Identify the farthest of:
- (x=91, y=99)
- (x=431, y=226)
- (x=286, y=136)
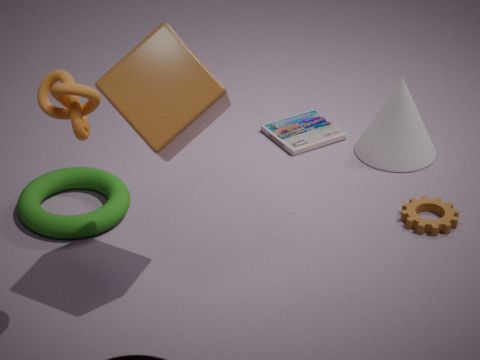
(x=286, y=136)
